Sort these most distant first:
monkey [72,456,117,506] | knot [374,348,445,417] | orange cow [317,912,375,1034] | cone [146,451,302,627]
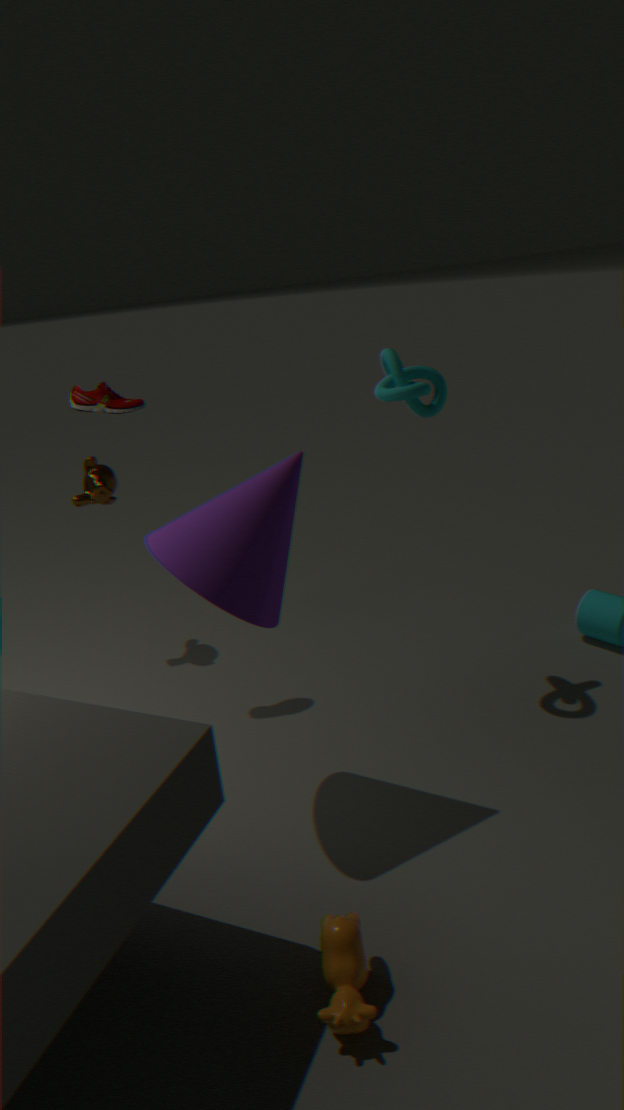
monkey [72,456,117,506]
knot [374,348,445,417]
cone [146,451,302,627]
orange cow [317,912,375,1034]
